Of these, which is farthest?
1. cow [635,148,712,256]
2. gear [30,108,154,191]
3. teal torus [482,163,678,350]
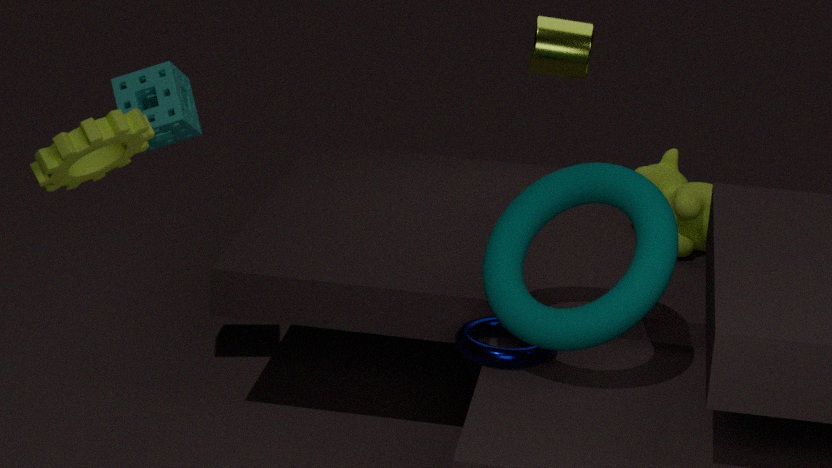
cow [635,148,712,256]
